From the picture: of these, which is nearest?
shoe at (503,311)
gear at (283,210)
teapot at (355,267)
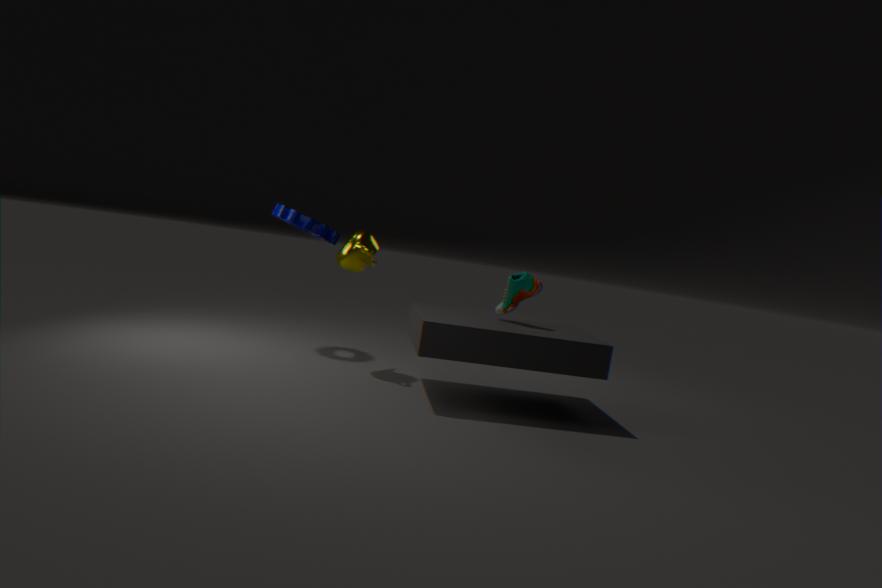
shoe at (503,311)
